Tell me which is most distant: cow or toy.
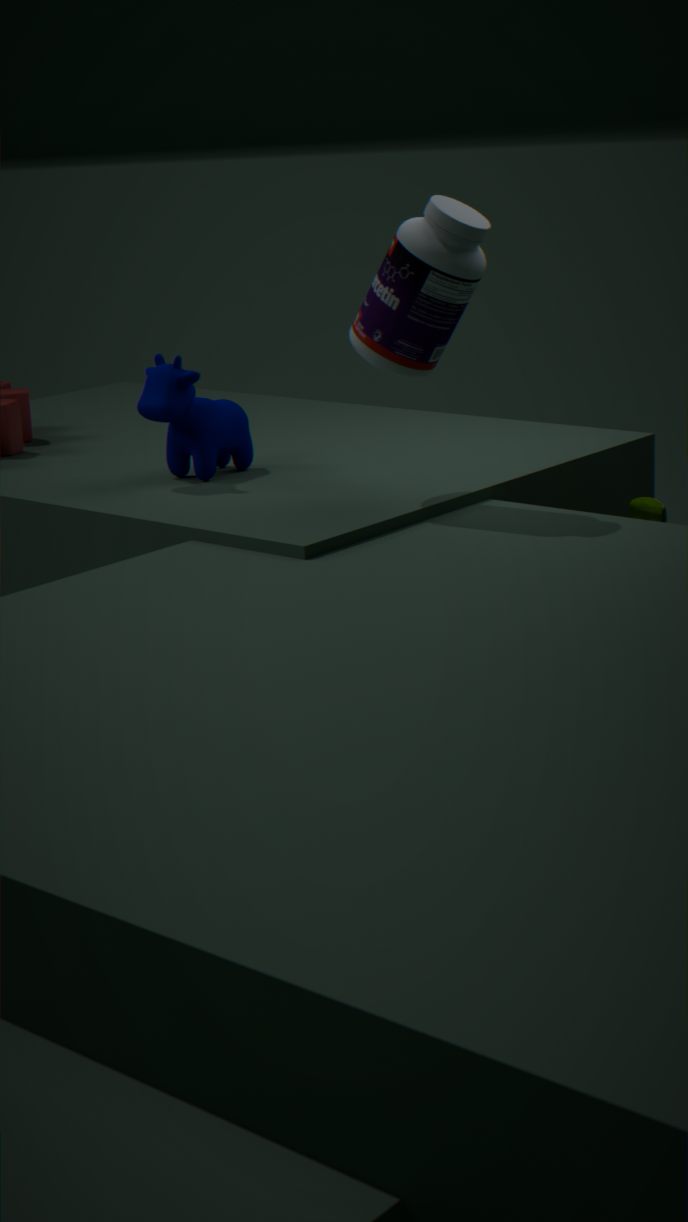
toy
